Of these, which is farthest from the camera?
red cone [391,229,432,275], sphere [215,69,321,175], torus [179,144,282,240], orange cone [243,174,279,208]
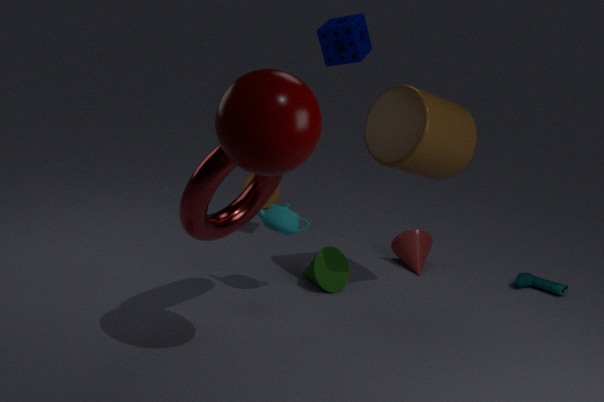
orange cone [243,174,279,208]
